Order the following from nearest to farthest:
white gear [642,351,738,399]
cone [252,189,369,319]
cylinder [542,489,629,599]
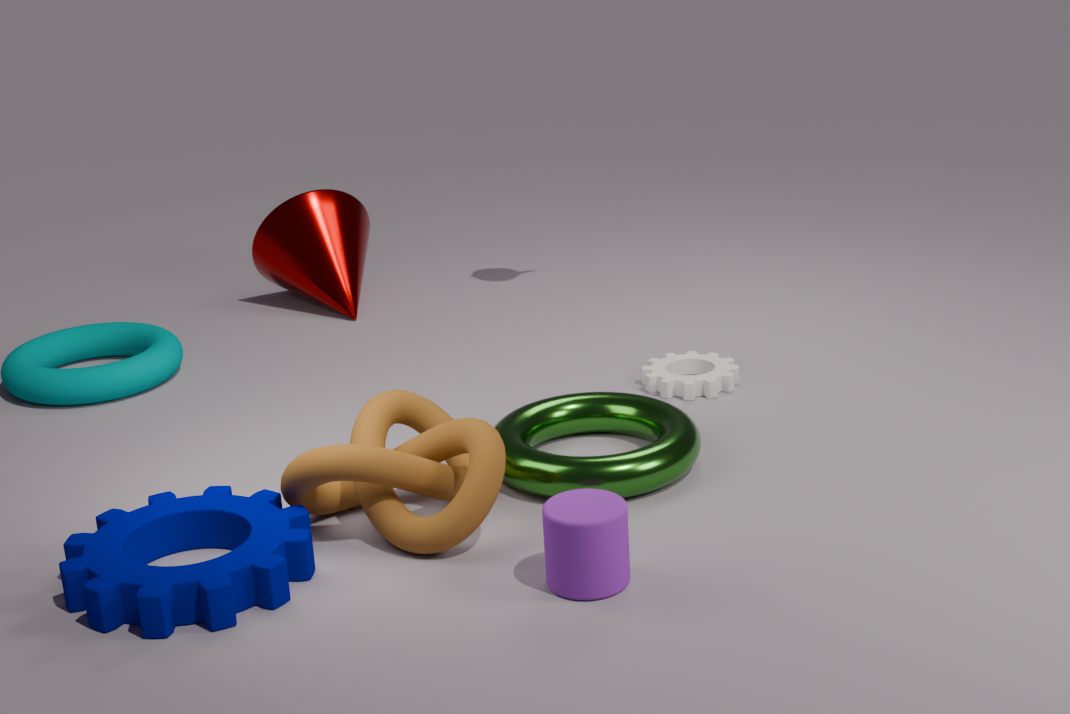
cylinder [542,489,629,599]
white gear [642,351,738,399]
cone [252,189,369,319]
